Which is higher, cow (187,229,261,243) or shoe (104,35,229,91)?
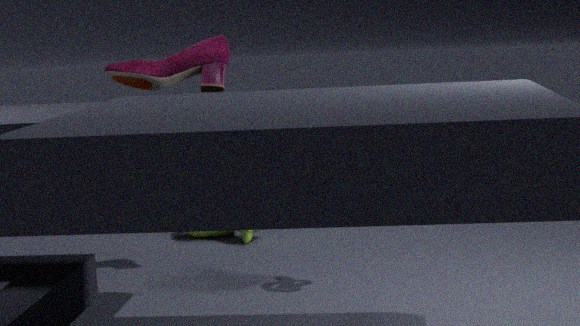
shoe (104,35,229,91)
